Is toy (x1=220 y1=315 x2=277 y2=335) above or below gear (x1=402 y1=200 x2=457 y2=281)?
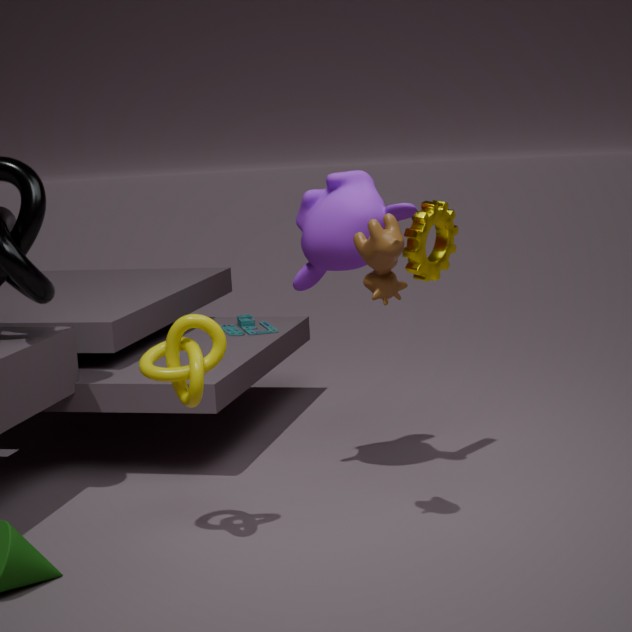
below
